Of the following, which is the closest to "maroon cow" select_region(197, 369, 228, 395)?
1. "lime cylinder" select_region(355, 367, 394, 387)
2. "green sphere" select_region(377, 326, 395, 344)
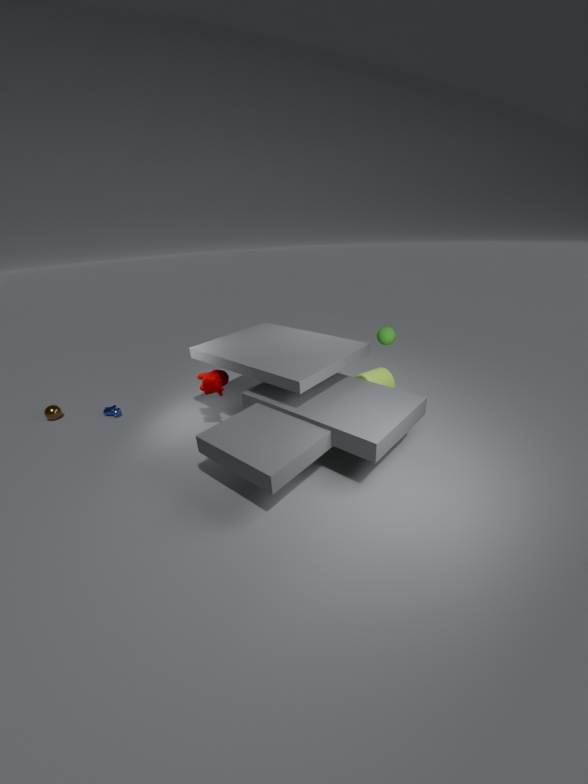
"lime cylinder" select_region(355, 367, 394, 387)
